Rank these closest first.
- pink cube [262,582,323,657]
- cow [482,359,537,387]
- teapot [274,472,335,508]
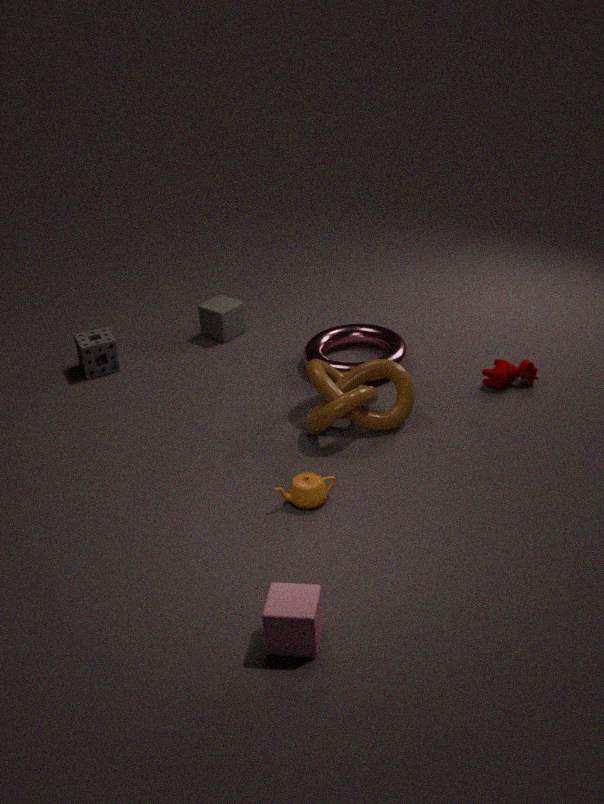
pink cube [262,582,323,657] → teapot [274,472,335,508] → cow [482,359,537,387]
